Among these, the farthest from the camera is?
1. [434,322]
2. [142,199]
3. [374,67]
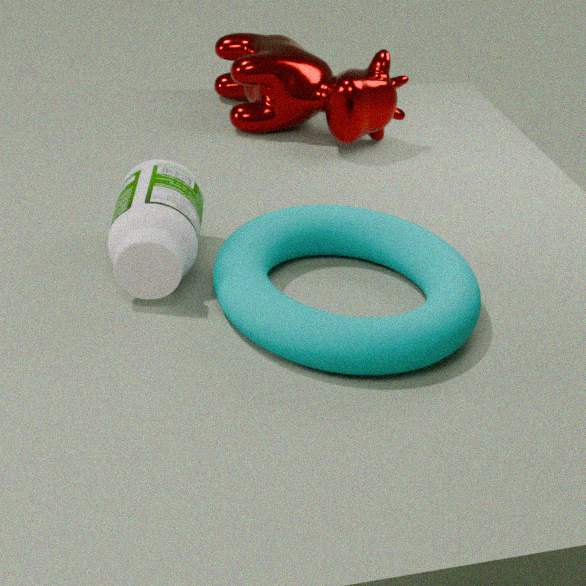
[374,67]
